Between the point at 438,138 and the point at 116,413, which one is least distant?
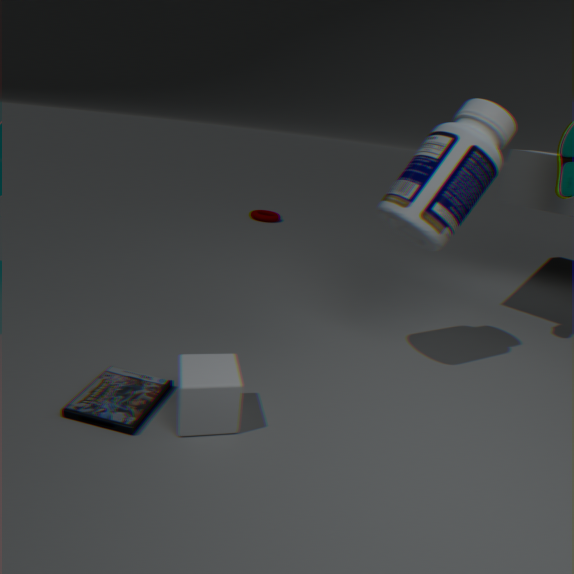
the point at 116,413
